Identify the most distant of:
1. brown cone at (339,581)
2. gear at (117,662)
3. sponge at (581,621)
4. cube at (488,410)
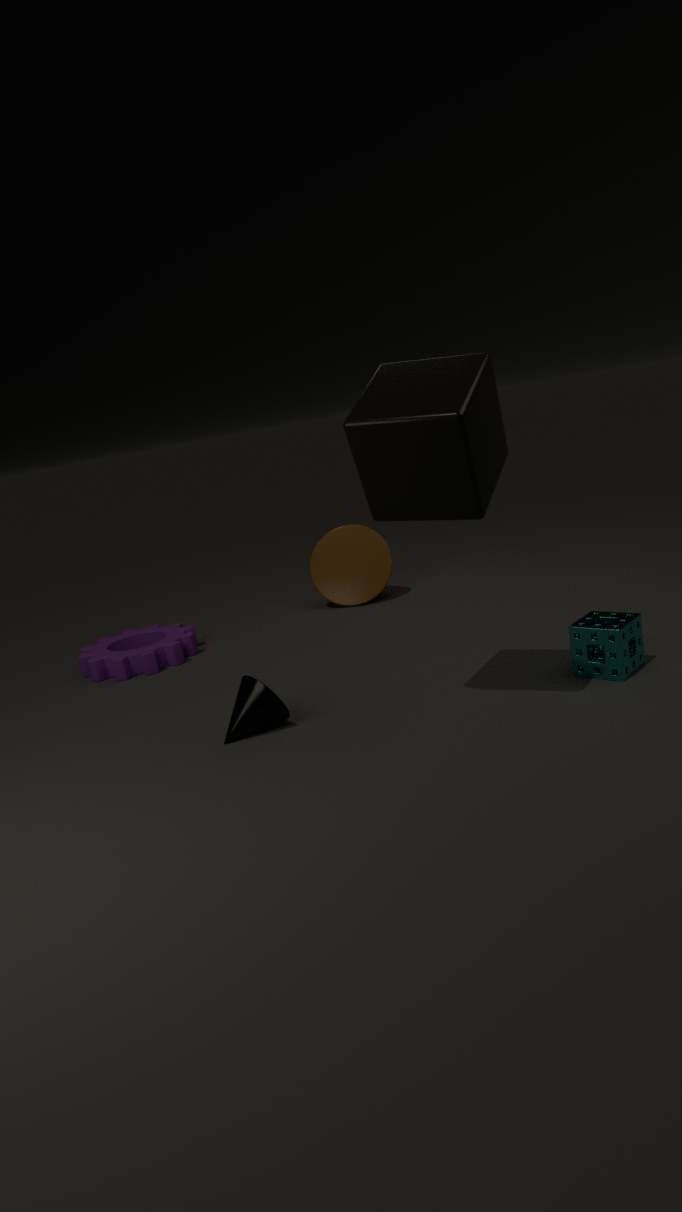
brown cone at (339,581)
